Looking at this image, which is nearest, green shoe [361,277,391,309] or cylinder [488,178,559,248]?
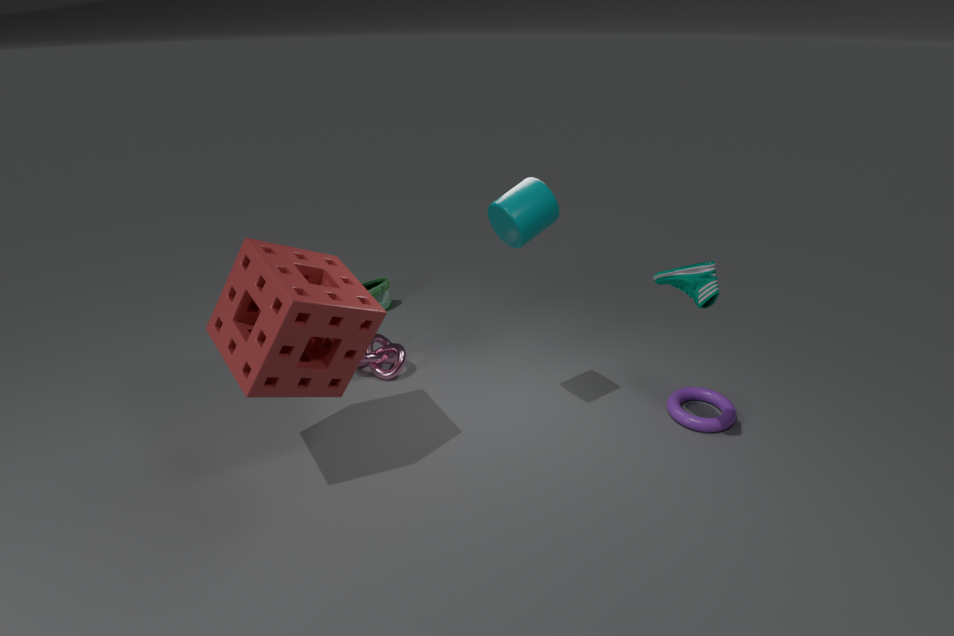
cylinder [488,178,559,248]
